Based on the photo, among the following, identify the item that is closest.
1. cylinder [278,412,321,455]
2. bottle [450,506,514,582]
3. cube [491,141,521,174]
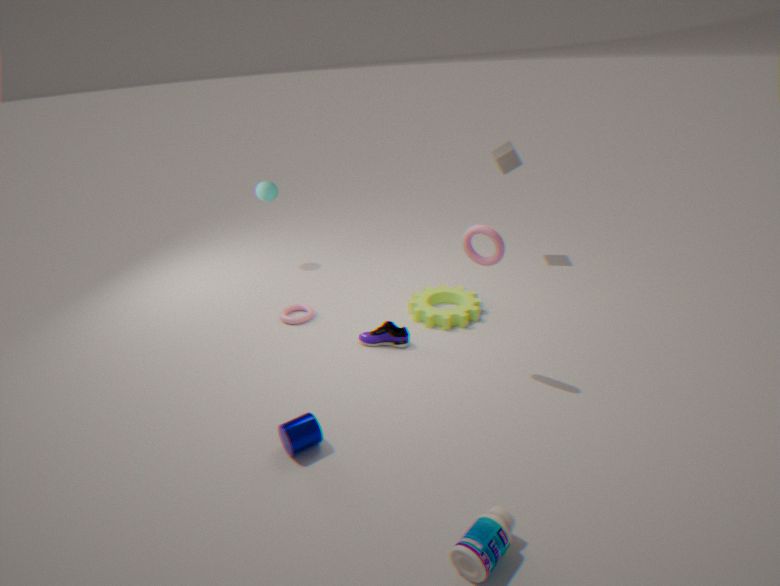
bottle [450,506,514,582]
